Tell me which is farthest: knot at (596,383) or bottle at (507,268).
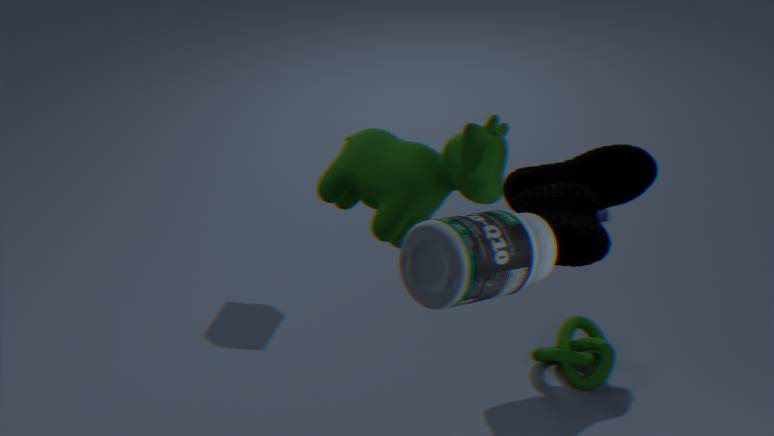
knot at (596,383)
